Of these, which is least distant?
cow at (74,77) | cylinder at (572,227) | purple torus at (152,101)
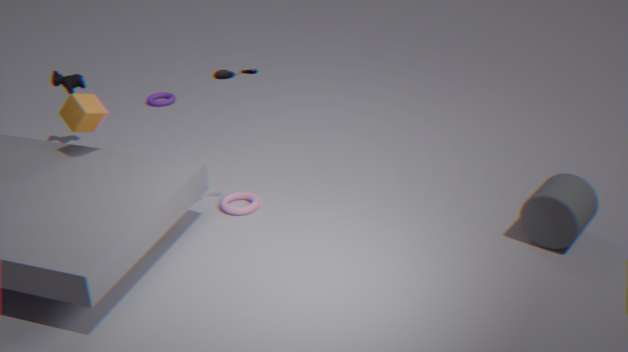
cylinder at (572,227)
